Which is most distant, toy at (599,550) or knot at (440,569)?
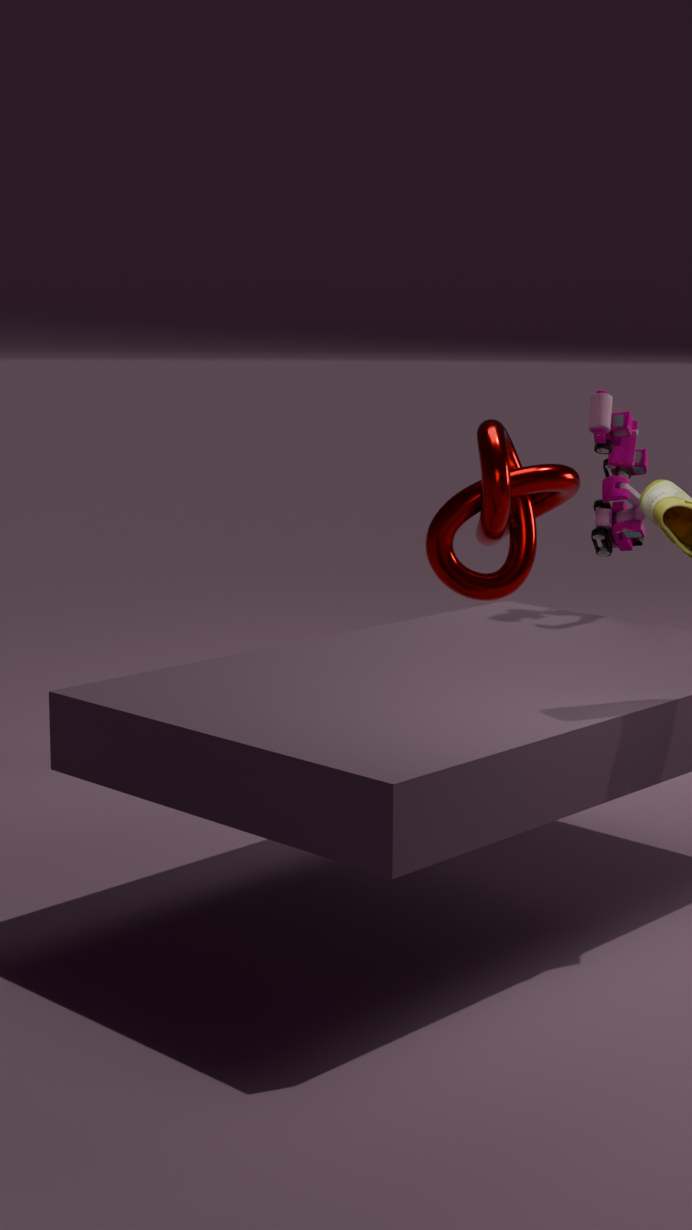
knot at (440,569)
